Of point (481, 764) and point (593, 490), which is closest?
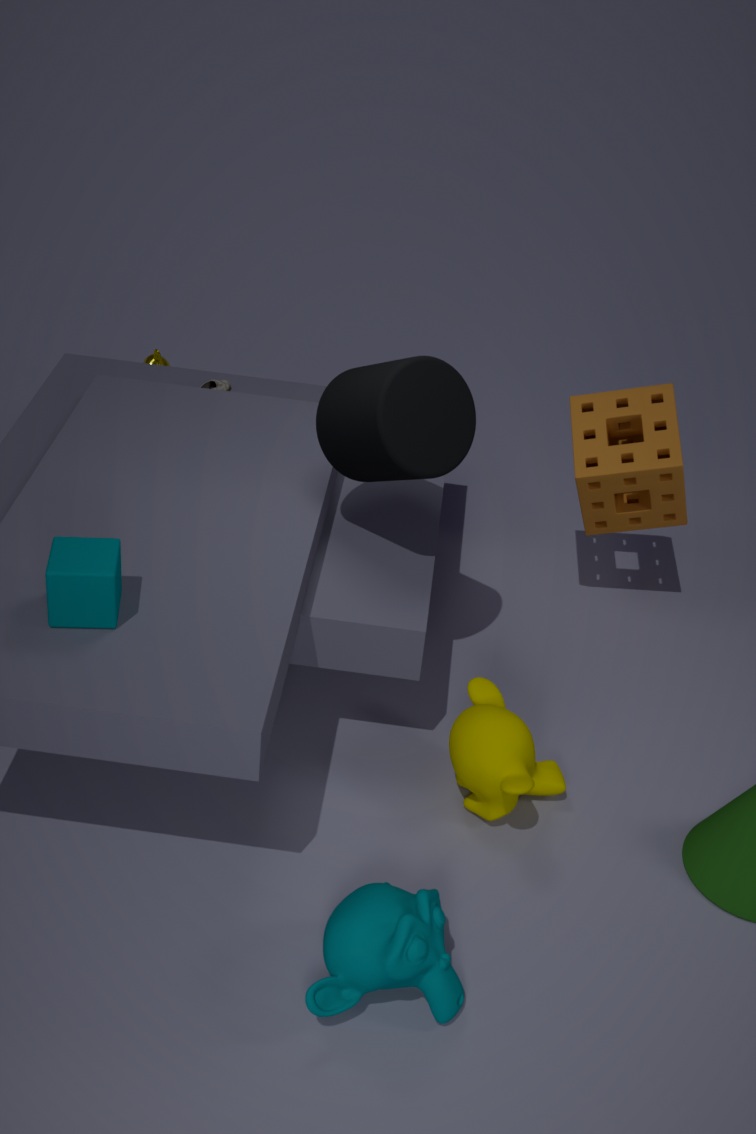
point (481, 764)
